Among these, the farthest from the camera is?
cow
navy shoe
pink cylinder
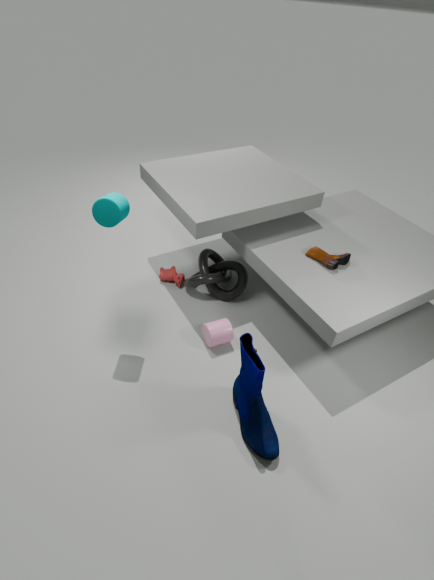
cow
